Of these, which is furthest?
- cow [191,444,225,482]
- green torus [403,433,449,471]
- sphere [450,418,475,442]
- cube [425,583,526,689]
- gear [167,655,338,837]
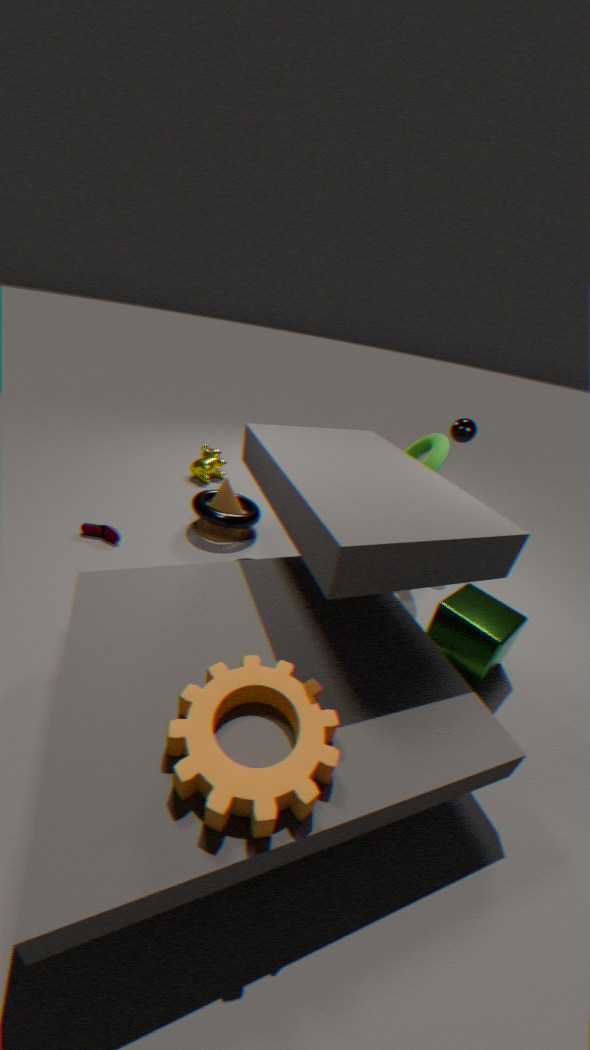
cow [191,444,225,482]
